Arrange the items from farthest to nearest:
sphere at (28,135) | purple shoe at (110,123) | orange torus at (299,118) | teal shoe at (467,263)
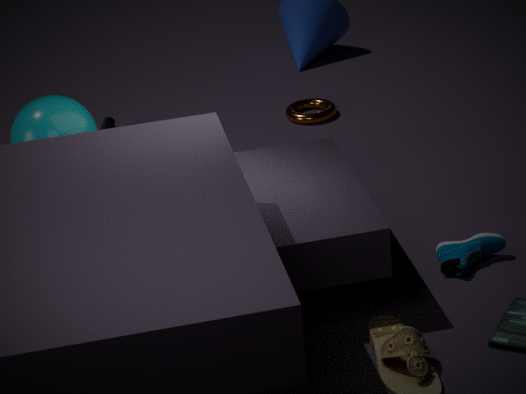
1. purple shoe at (110,123)
2. orange torus at (299,118)
3. sphere at (28,135)
4. teal shoe at (467,263)
